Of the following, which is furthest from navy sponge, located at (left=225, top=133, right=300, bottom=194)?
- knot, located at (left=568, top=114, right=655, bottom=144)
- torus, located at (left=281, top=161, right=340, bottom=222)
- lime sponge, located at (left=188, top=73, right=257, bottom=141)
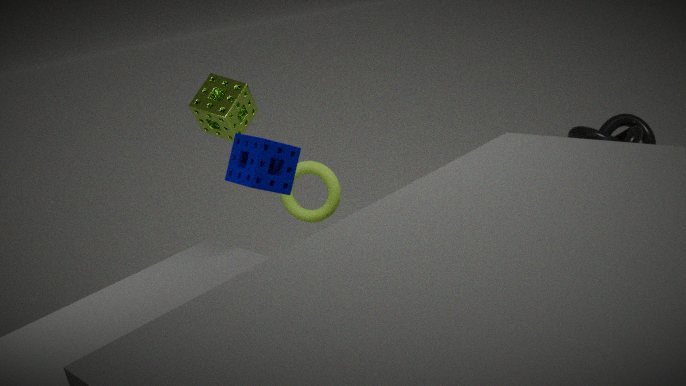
knot, located at (left=568, top=114, right=655, bottom=144)
